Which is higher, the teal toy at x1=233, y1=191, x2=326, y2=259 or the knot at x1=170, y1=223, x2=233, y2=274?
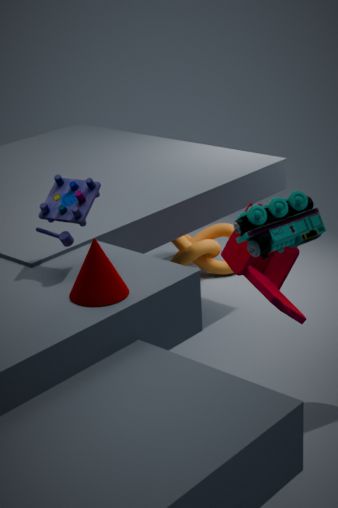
the teal toy at x1=233, y1=191, x2=326, y2=259
